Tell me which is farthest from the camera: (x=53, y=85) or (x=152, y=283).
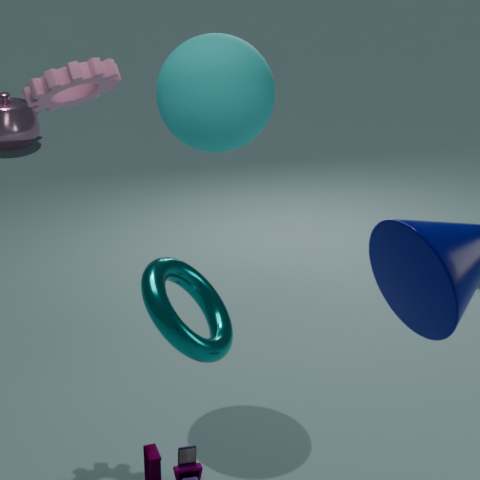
(x=53, y=85)
